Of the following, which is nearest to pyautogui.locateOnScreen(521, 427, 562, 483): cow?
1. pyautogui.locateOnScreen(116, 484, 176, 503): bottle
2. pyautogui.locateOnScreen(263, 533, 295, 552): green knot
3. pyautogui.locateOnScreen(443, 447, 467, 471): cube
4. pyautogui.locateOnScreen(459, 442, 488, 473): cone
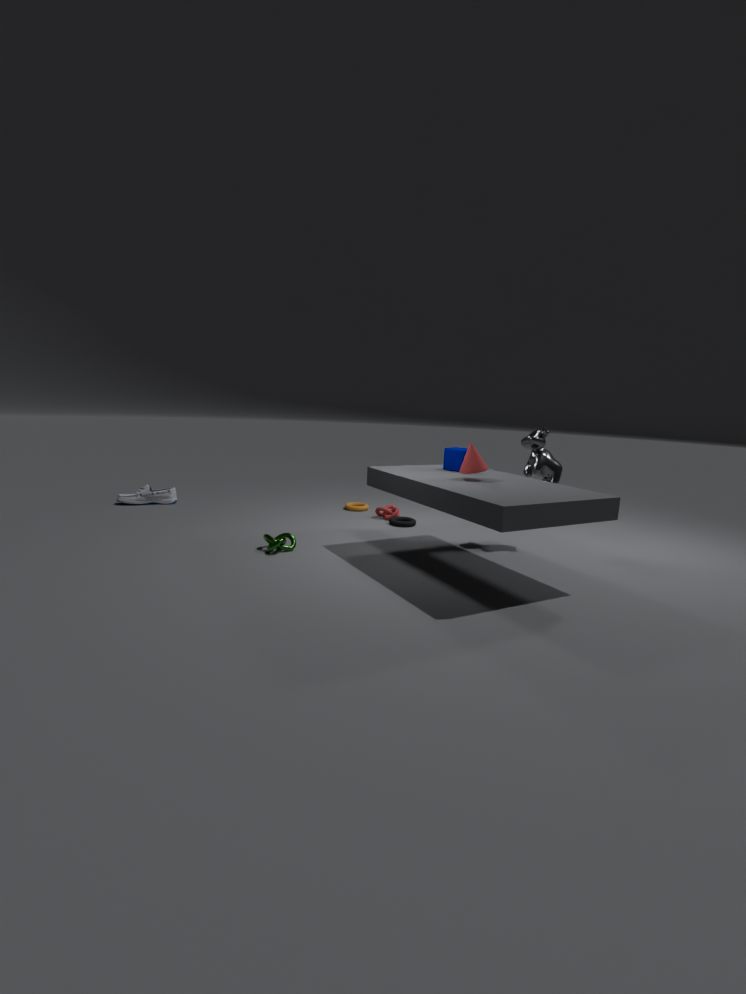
pyautogui.locateOnScreen(443, 447, 467, 471): cube
